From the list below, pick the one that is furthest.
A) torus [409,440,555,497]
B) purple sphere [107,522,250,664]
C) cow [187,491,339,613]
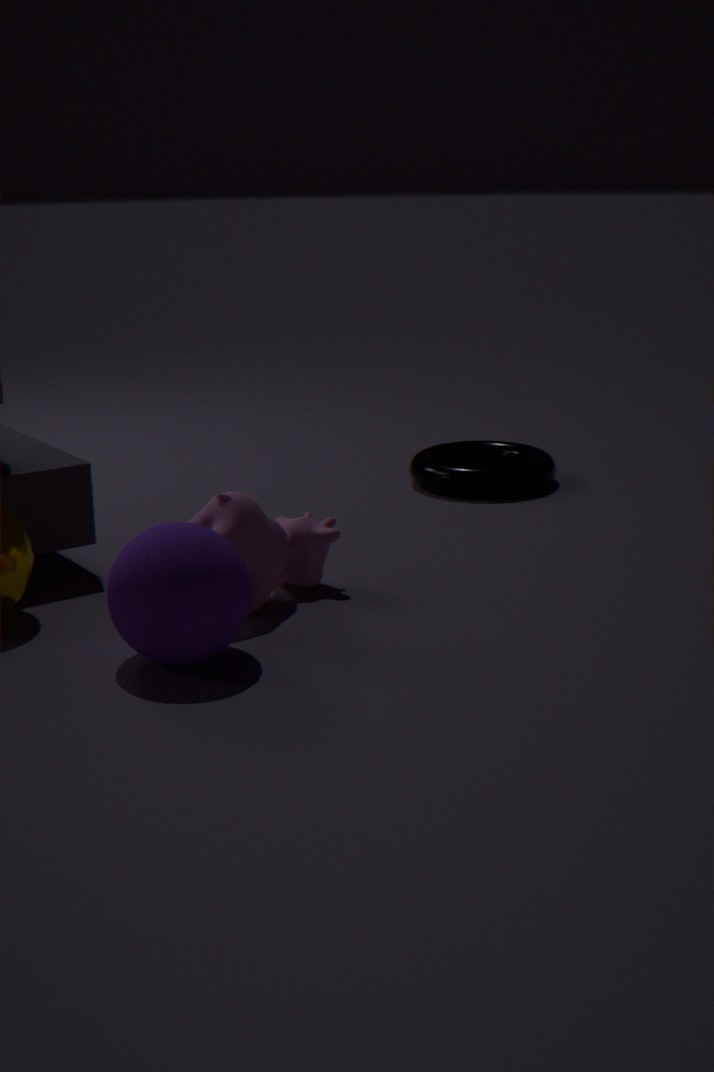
torus [409,440,555,497]
